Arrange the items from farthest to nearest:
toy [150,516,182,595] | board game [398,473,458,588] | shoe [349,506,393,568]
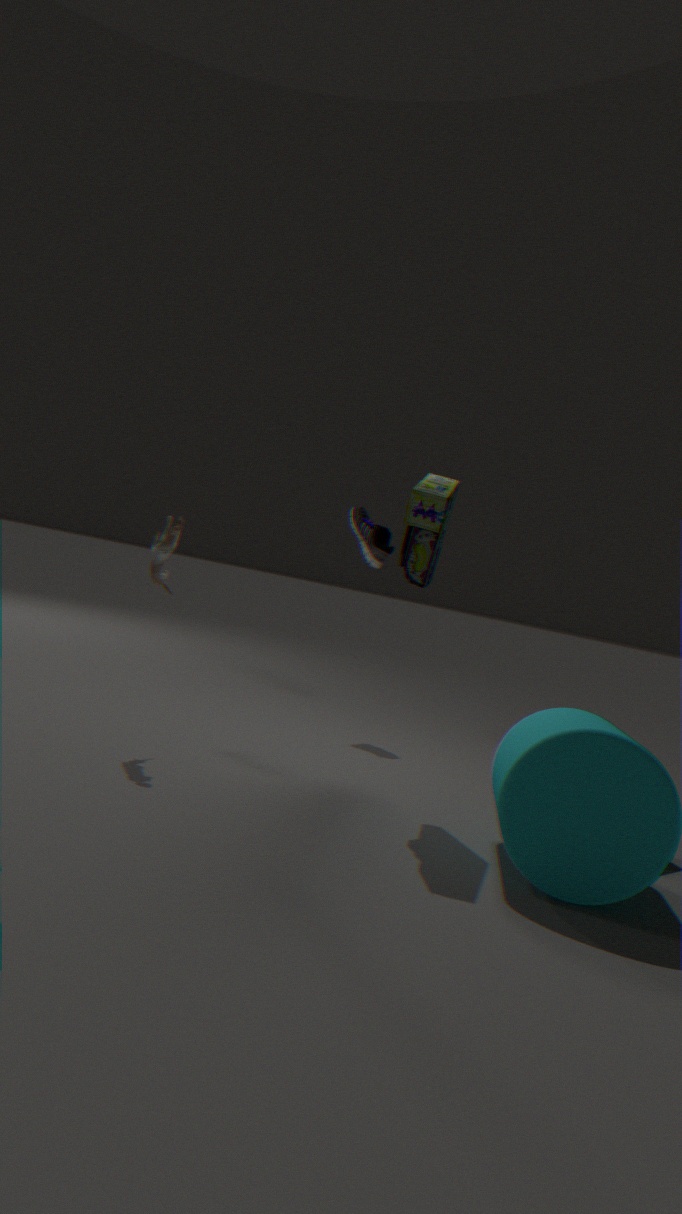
shoe [349,506,393,568] < toy [150,516,182,595] < board game [398,473,458,588]
